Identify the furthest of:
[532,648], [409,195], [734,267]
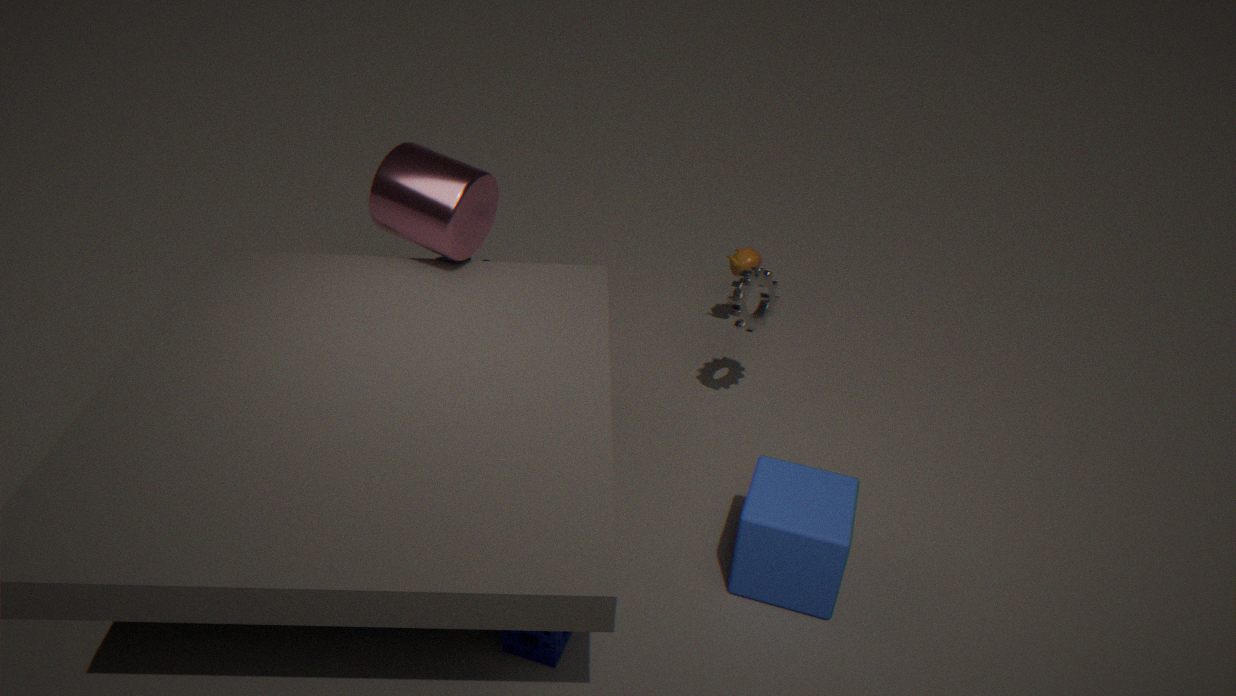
[734,267]
